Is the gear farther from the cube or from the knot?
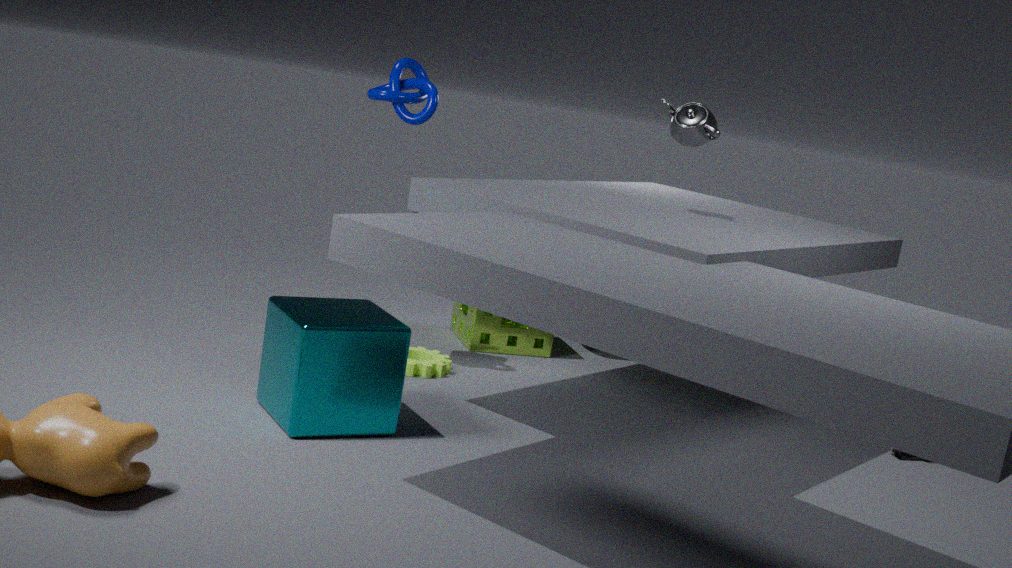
the knot
